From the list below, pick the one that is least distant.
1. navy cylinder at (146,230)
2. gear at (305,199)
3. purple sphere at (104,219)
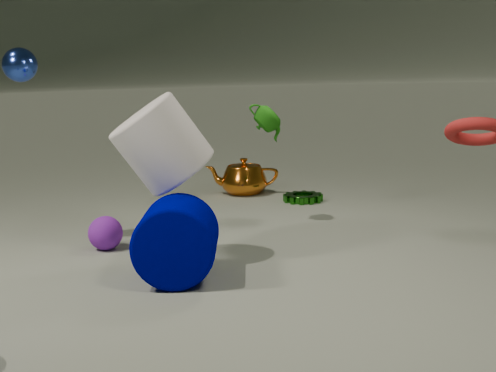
navy cylinder at (146,230)
